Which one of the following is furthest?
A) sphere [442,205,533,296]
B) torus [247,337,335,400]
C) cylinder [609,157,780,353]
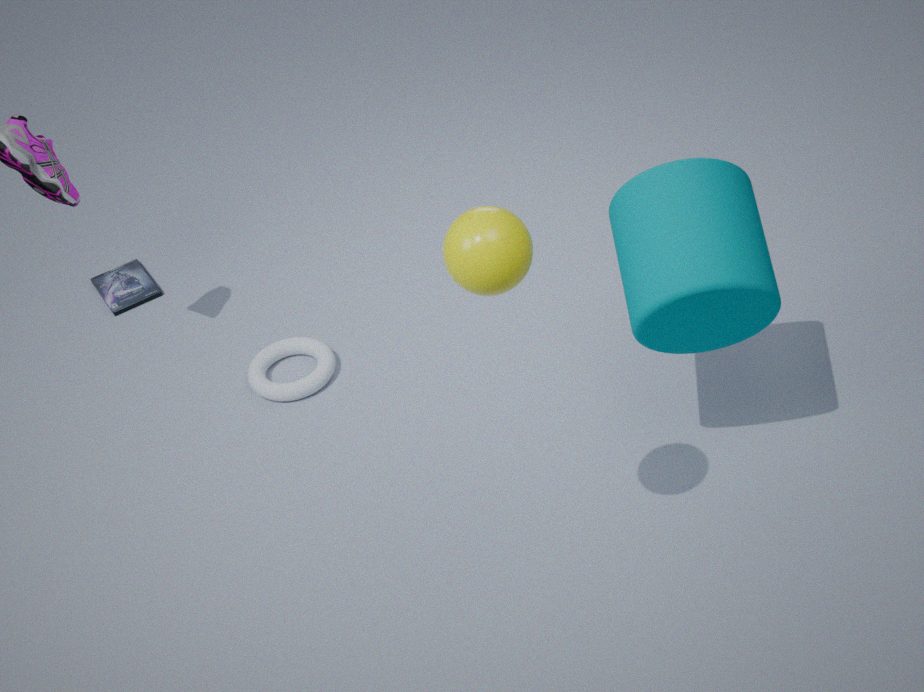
torus [247,337,335,400]
